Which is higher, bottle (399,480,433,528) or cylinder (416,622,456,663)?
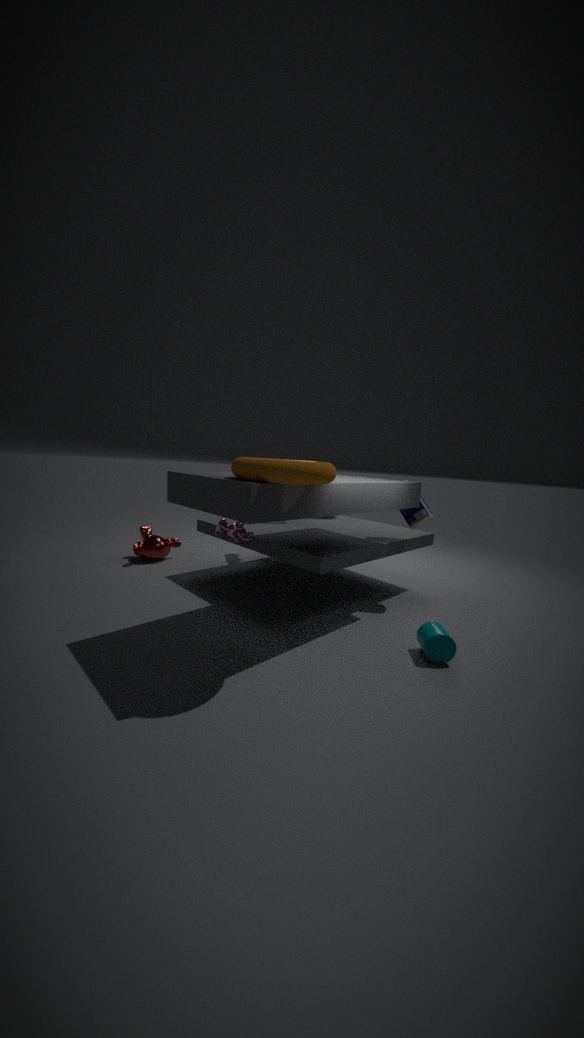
bottle (399,480,433,528)
